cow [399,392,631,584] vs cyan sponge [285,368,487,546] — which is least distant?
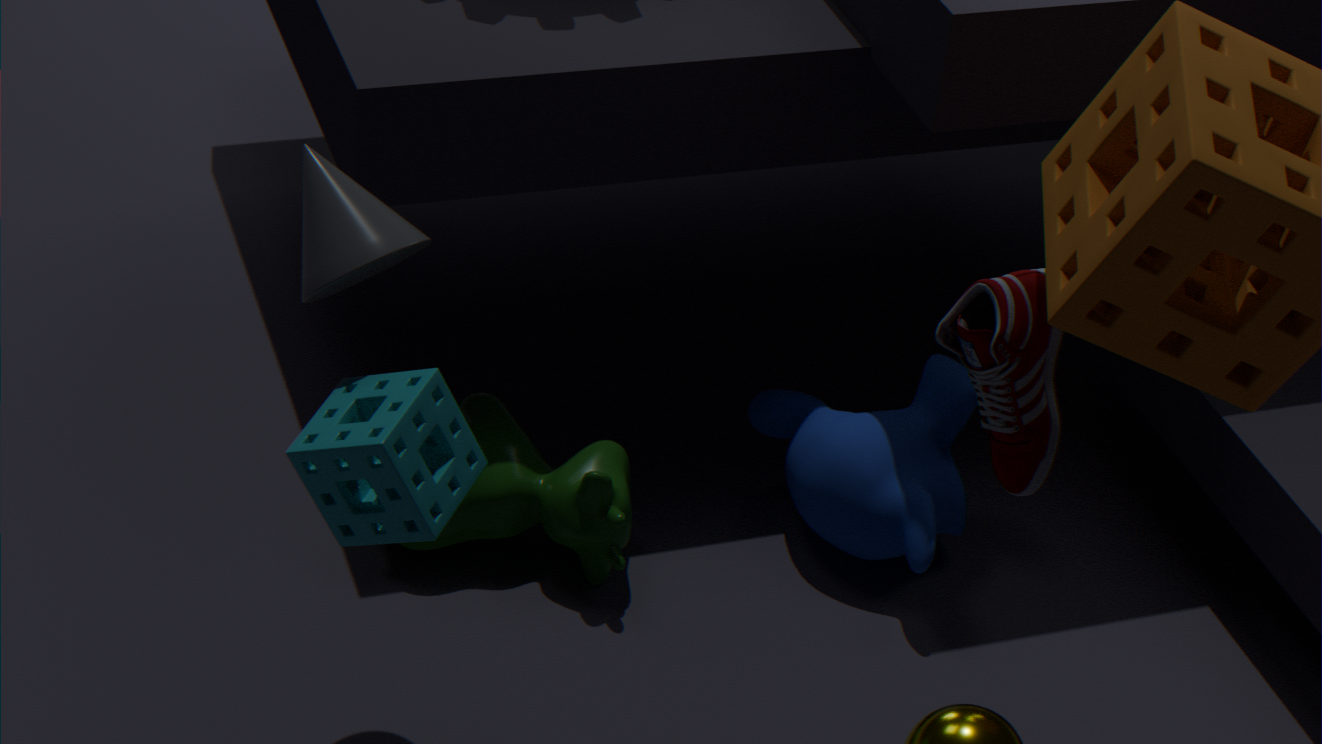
cyan sponge [285,368,487,546]
